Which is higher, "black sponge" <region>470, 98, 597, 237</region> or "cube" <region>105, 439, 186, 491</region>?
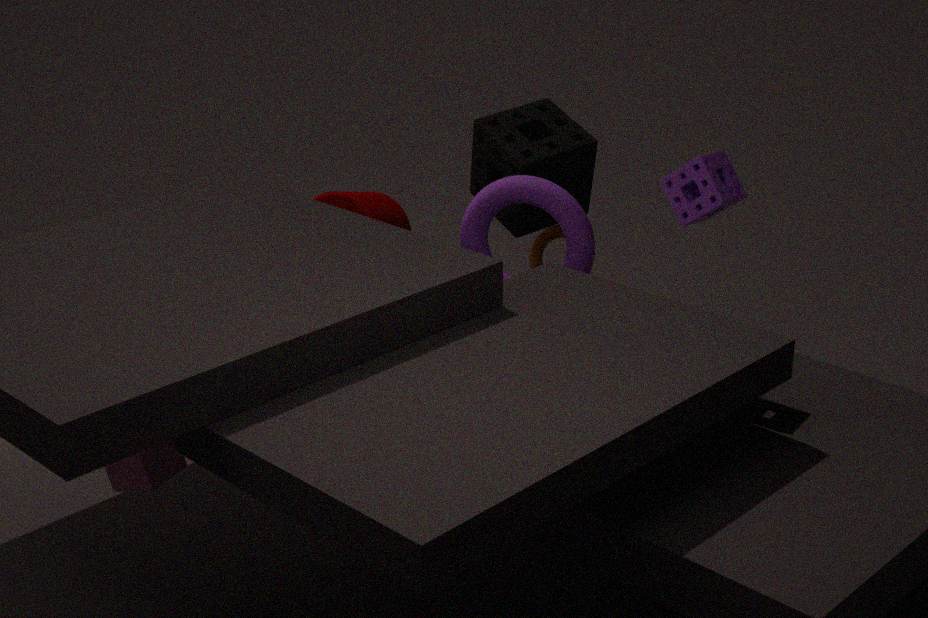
"black sponge" <region>470, 98, 597, 237</region>
